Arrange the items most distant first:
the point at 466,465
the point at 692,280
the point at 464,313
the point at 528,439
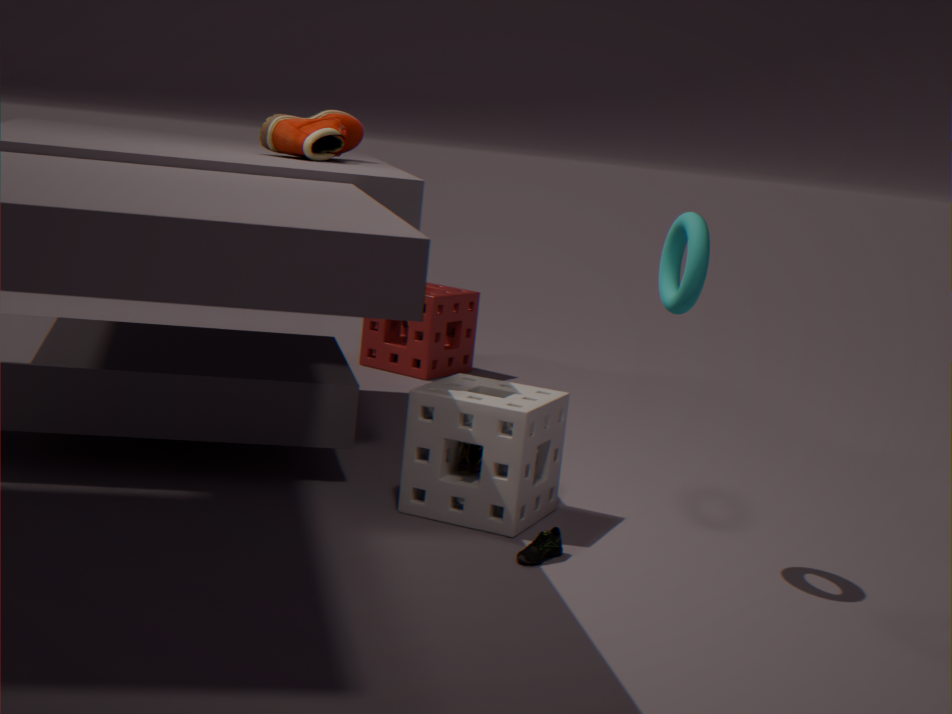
the point at 464,313, the point at 466,465, the point at 528,439, the point at 692,280
